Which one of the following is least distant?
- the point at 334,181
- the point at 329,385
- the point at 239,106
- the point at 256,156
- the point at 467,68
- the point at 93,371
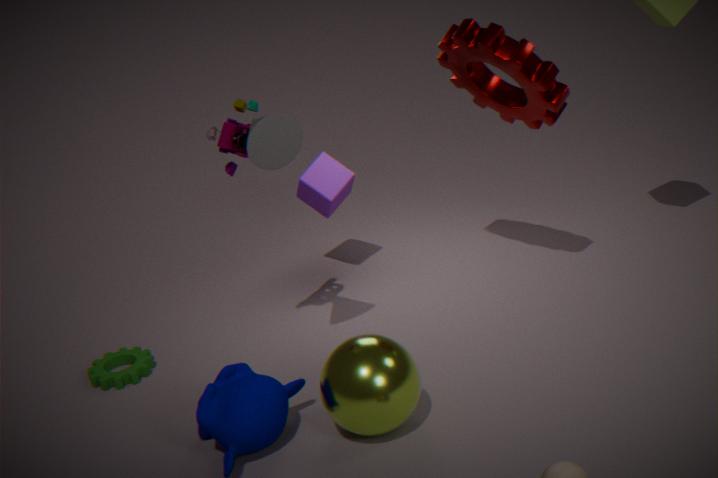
the point at 329,385
